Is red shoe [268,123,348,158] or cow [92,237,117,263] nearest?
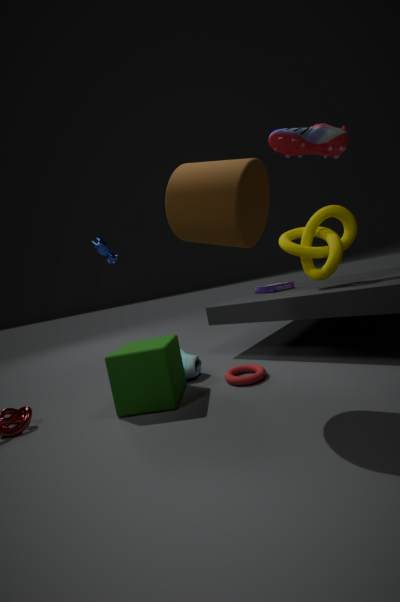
red shoe [268,123,348,158]
